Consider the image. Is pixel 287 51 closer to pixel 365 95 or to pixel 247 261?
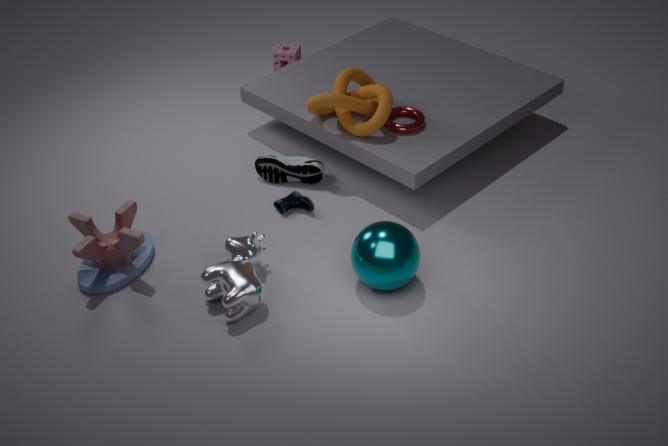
pixel 365 95
